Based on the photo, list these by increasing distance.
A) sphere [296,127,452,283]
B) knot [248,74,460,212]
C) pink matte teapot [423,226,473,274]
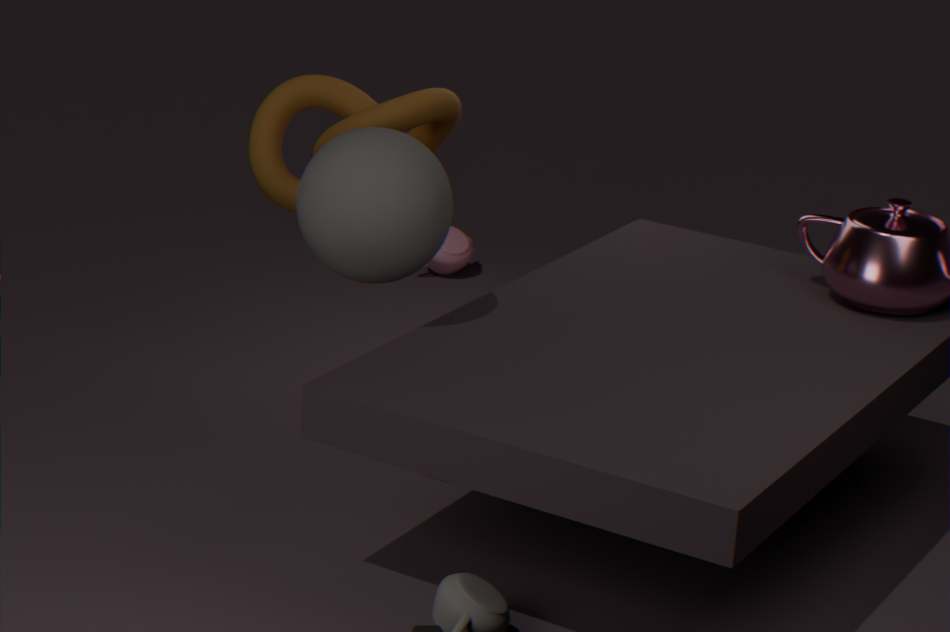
1. sphere [296,127,452,283]
2. knot [248,74,460,212]
3. pink matte teapot [423,226,473,274]
